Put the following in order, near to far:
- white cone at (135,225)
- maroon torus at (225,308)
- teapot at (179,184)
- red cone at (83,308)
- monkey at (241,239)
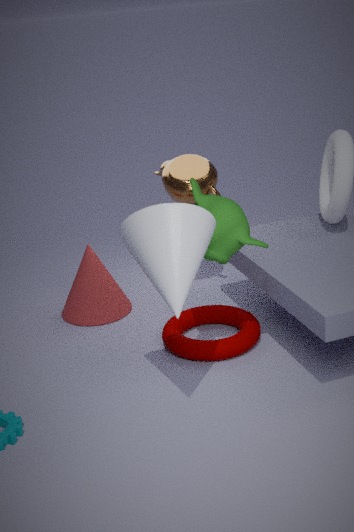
white cone at (135,225), monkey at (241,239), maroon torus at (225,308), teapot at (179,184), red cone at (83,308)
